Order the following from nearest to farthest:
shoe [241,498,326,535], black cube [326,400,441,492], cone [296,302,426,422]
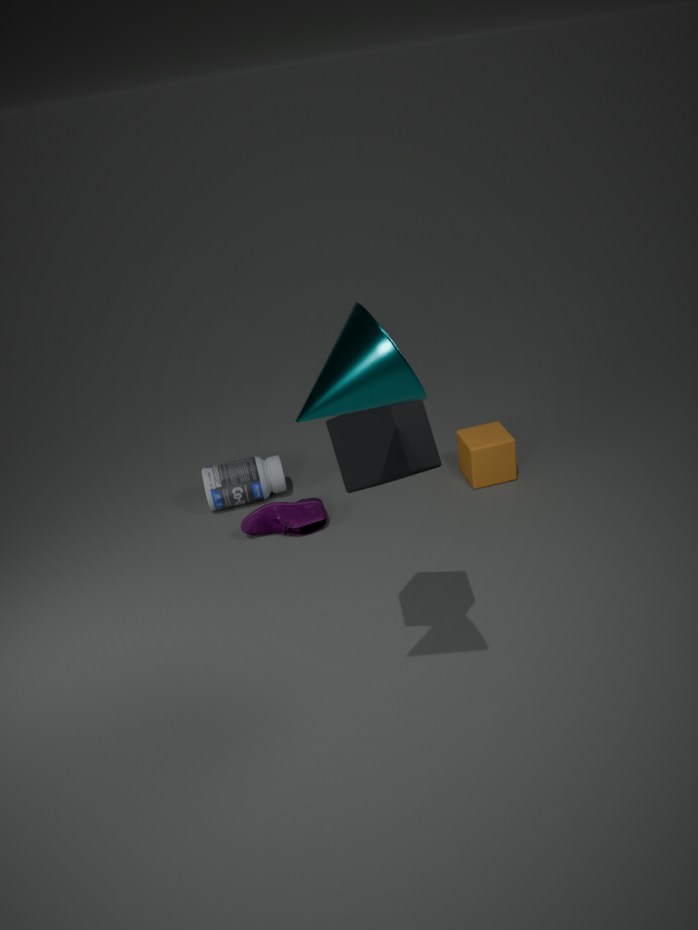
cone [296,302,426,422]
black cube [326,400,441,492]
shoe [241,498,326,535]
